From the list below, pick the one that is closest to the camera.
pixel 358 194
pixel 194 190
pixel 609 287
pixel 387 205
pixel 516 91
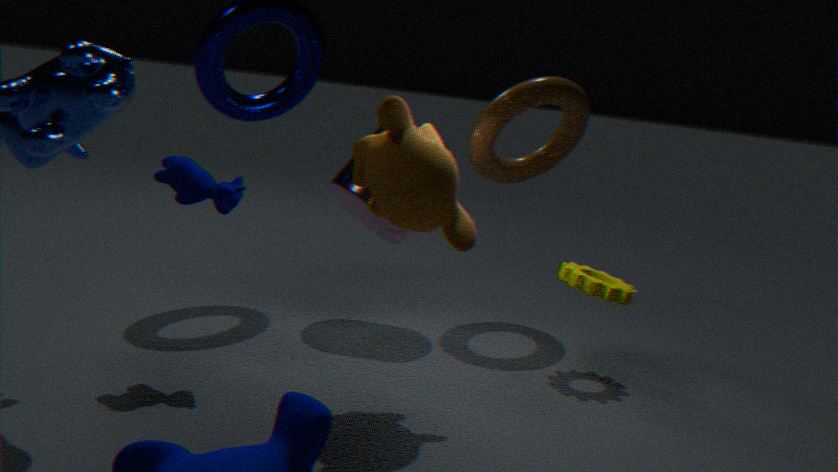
pixel 387 205
